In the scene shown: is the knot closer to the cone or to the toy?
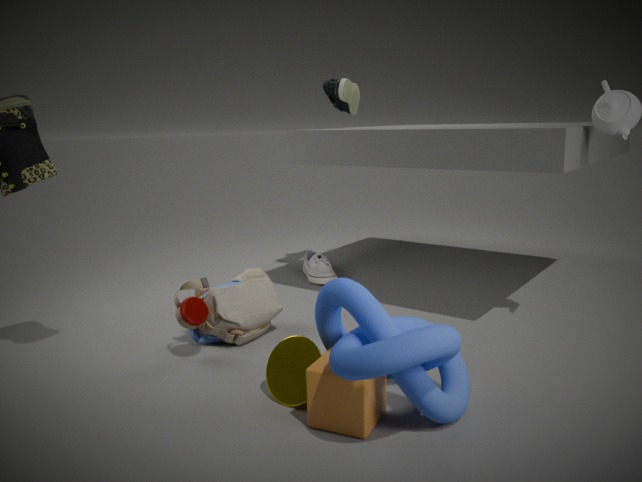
the cone
